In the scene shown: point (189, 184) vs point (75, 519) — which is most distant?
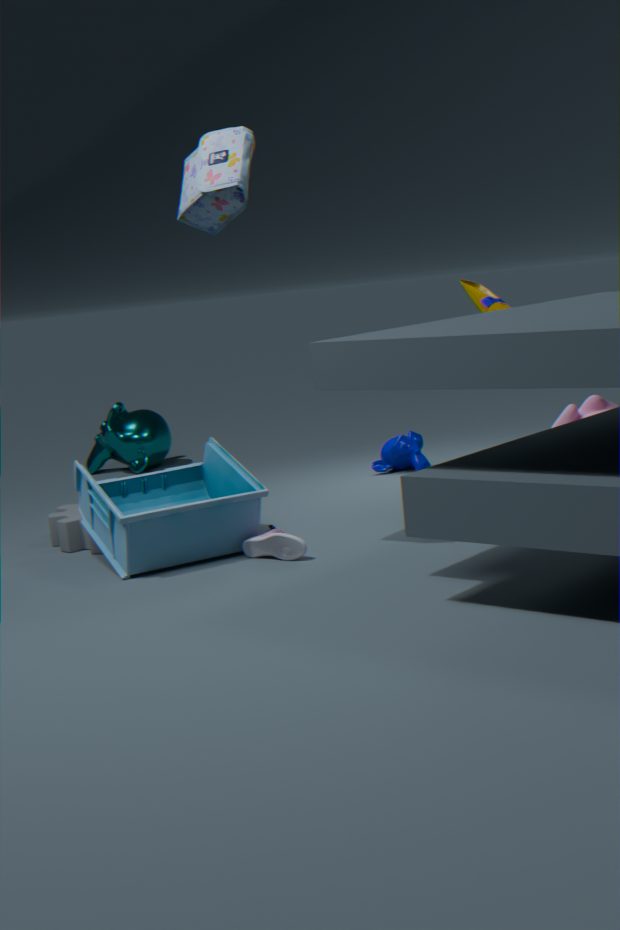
point (75, 519)
